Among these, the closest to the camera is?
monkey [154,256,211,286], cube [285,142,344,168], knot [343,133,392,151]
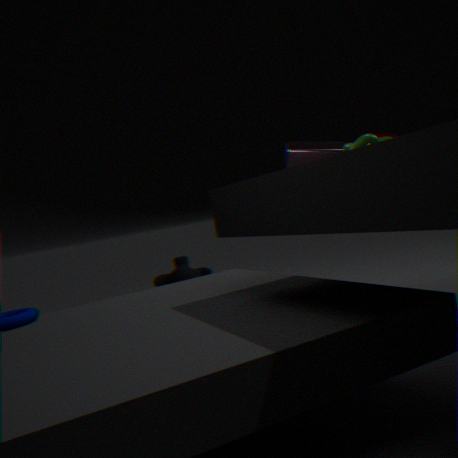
knot [343,133,392,151]
